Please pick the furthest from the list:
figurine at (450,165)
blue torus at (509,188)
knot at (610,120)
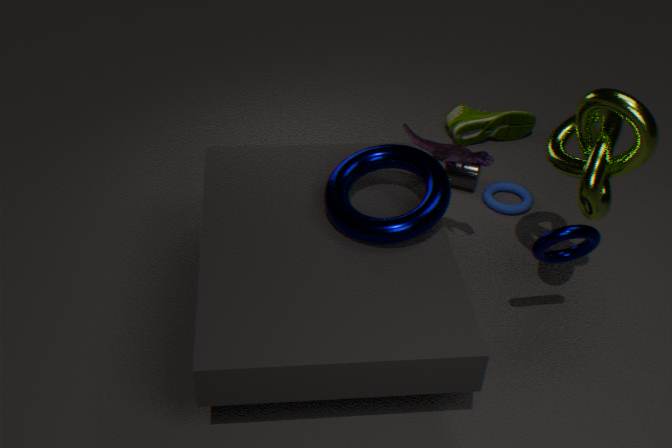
blue torus at (509,188)
